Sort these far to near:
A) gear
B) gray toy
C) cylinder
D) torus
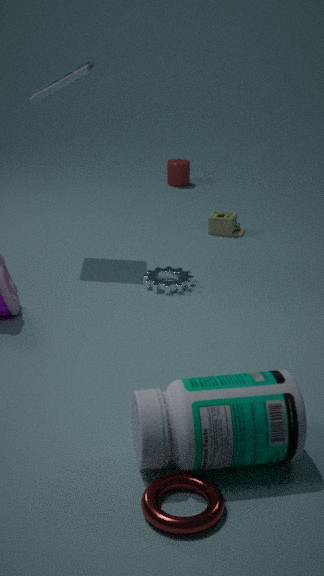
cylinder < gray toy < gear < torus
